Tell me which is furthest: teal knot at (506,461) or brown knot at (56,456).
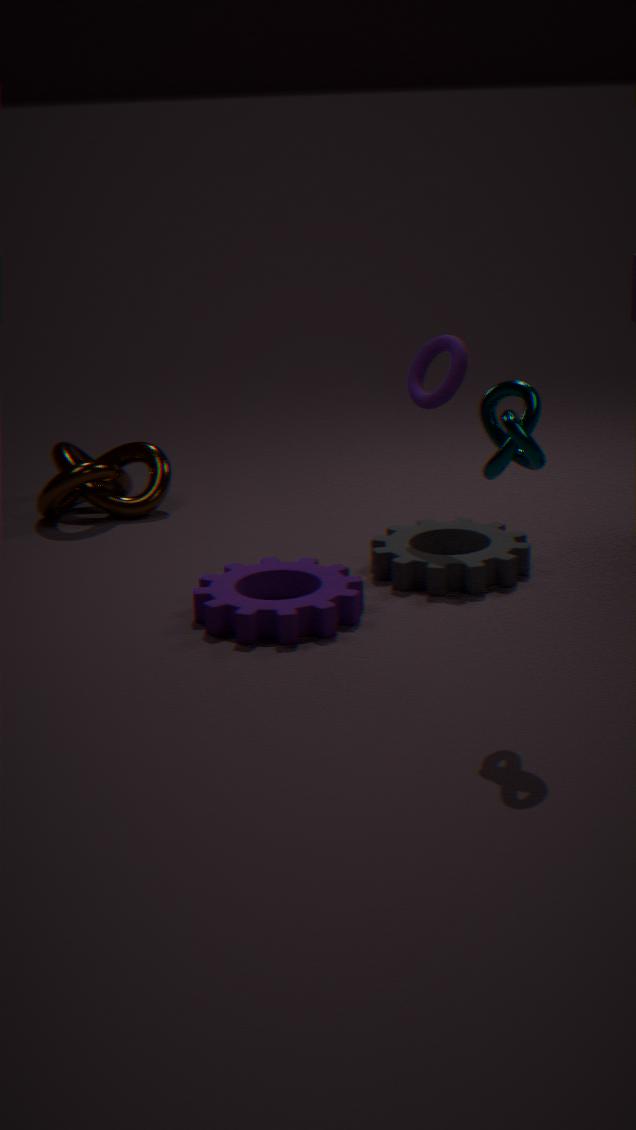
brown knot at (56,456)
